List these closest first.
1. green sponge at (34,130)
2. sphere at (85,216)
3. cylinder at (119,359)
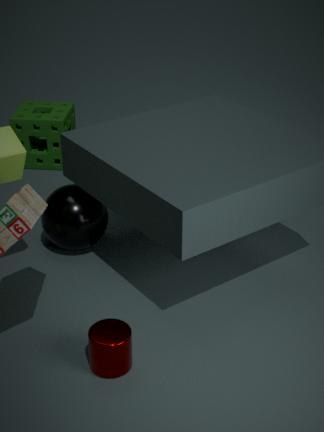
1. cylinder at (119,359)
2. sphere at (85,216)
3. green sponge at (34,130)
